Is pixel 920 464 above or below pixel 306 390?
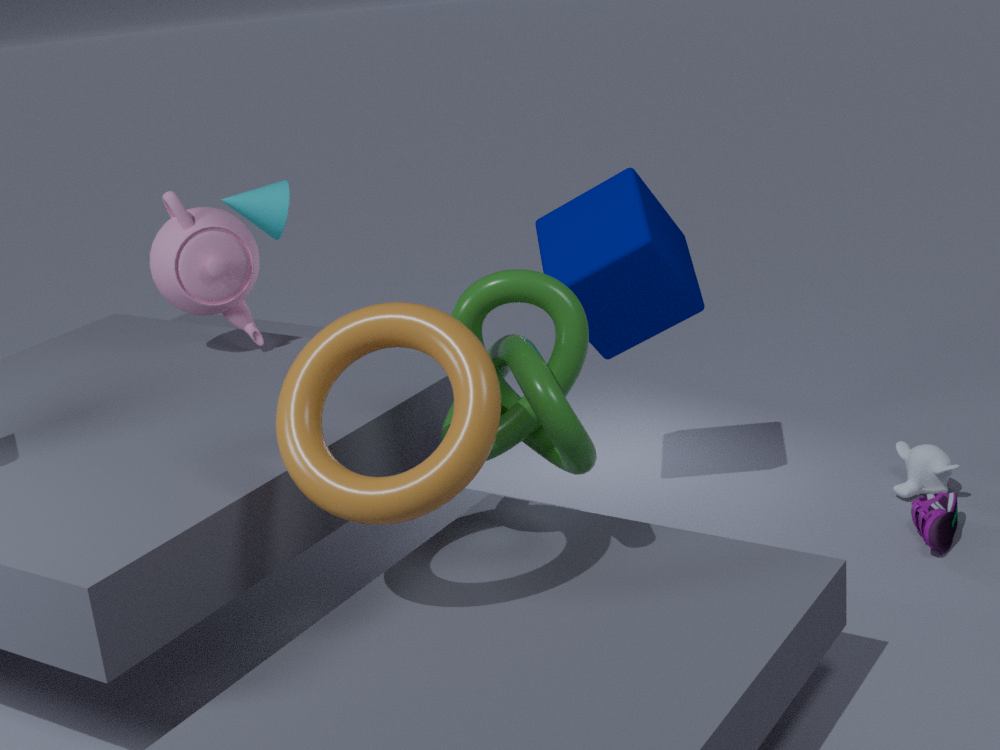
below
